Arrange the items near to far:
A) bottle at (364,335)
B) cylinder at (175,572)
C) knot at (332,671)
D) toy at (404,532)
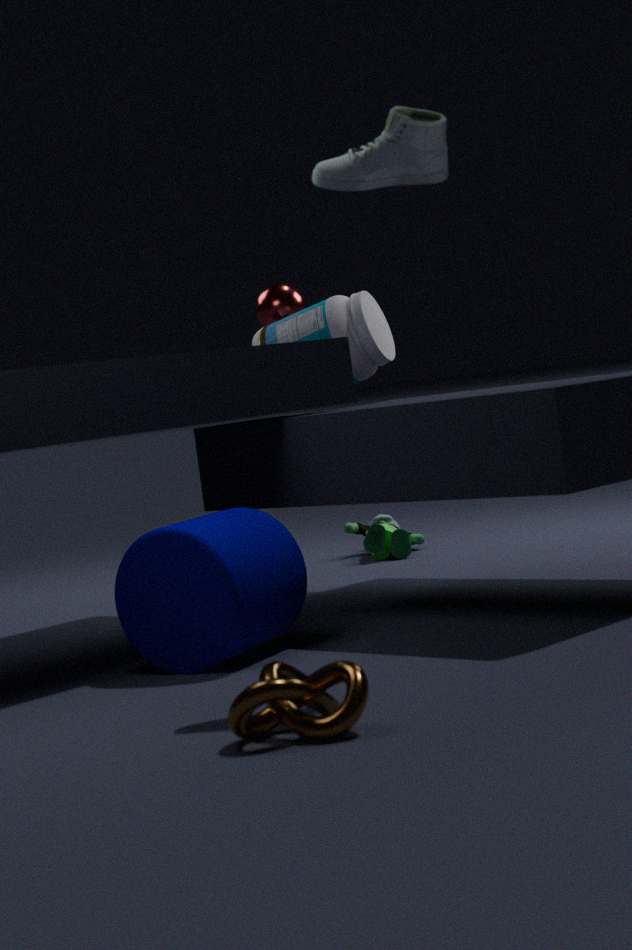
Result: knot at (332,671) → cylinder at (175,572) → bottle at (364,335) → toy at (404,532)
